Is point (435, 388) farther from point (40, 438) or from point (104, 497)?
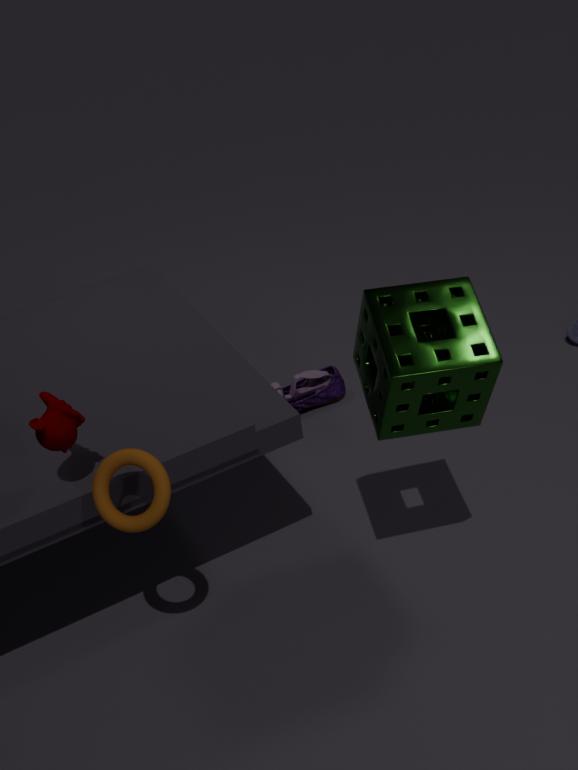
point (40, 438)
